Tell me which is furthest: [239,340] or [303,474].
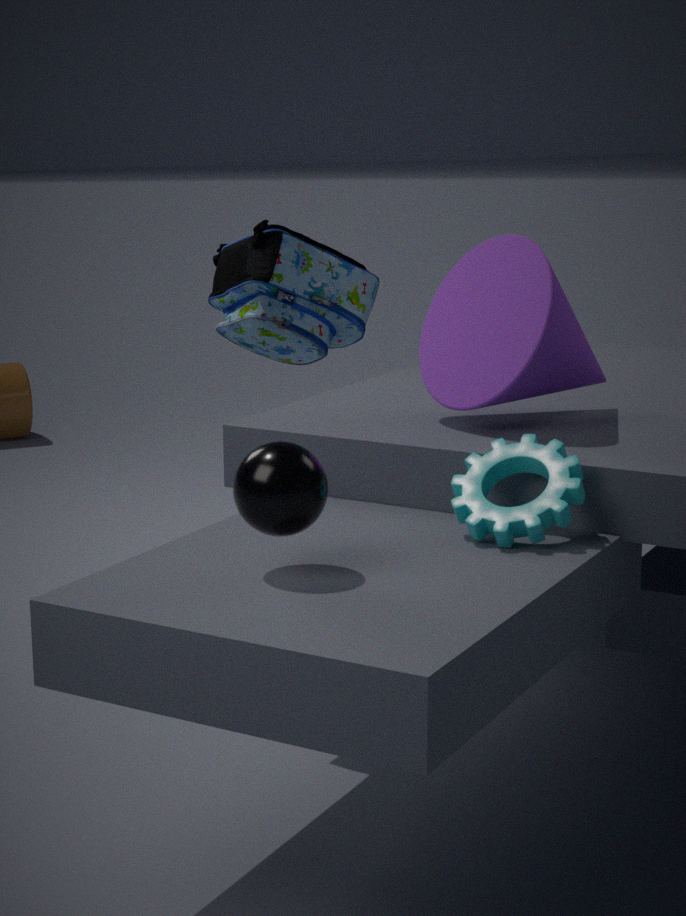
[239,340]
